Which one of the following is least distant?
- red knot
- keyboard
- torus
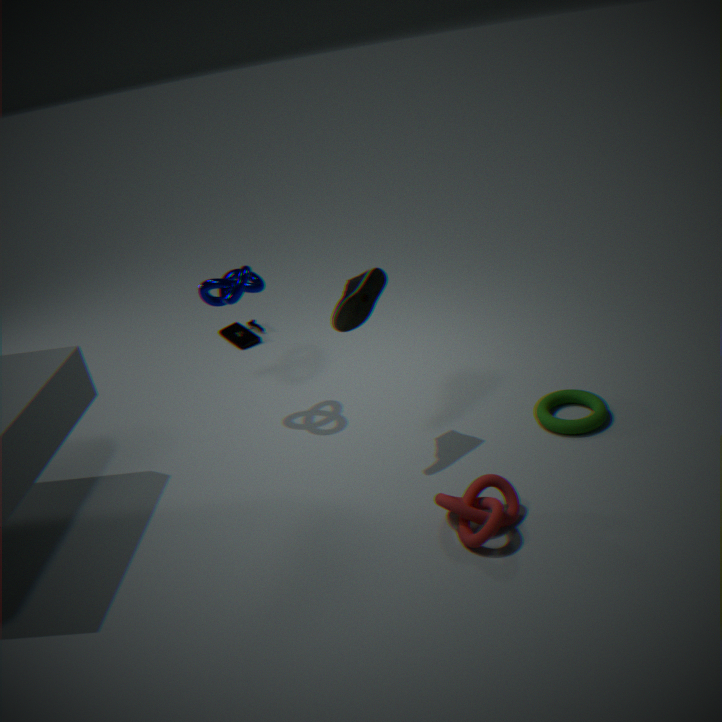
red knot
